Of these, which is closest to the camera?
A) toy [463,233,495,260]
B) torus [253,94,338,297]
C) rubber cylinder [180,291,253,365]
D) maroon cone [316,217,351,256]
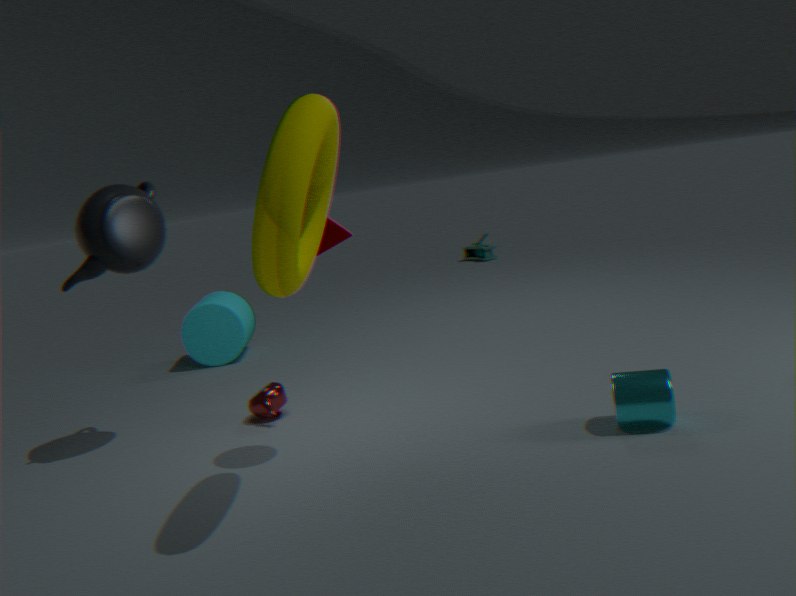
torus [253,94,338,297]
